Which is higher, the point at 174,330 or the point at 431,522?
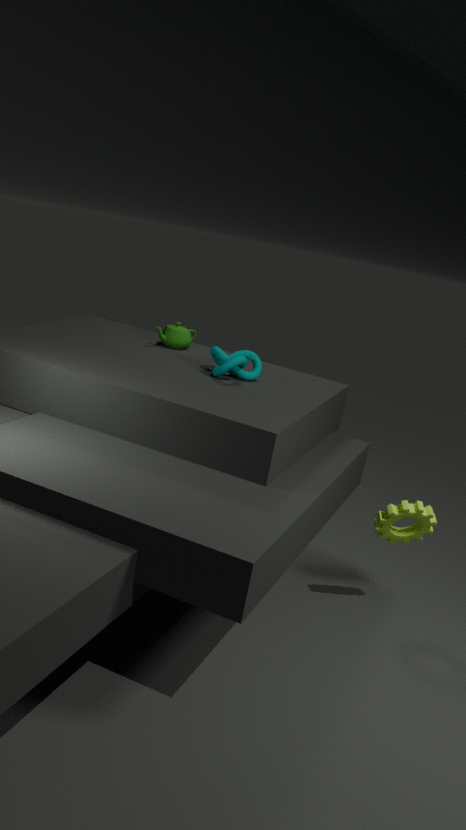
the point at 174,330
